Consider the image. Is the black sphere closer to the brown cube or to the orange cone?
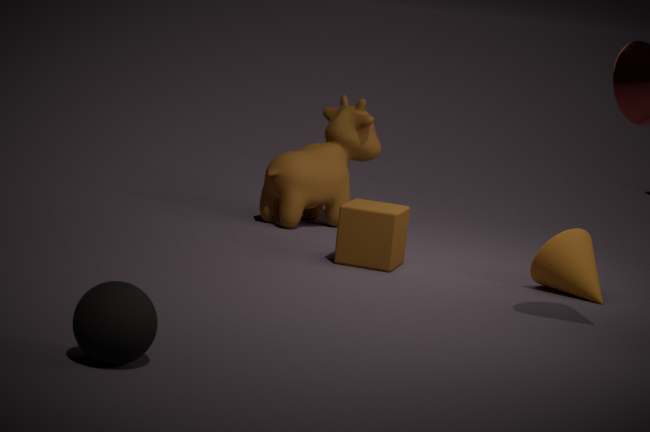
Answer: the brown cube
